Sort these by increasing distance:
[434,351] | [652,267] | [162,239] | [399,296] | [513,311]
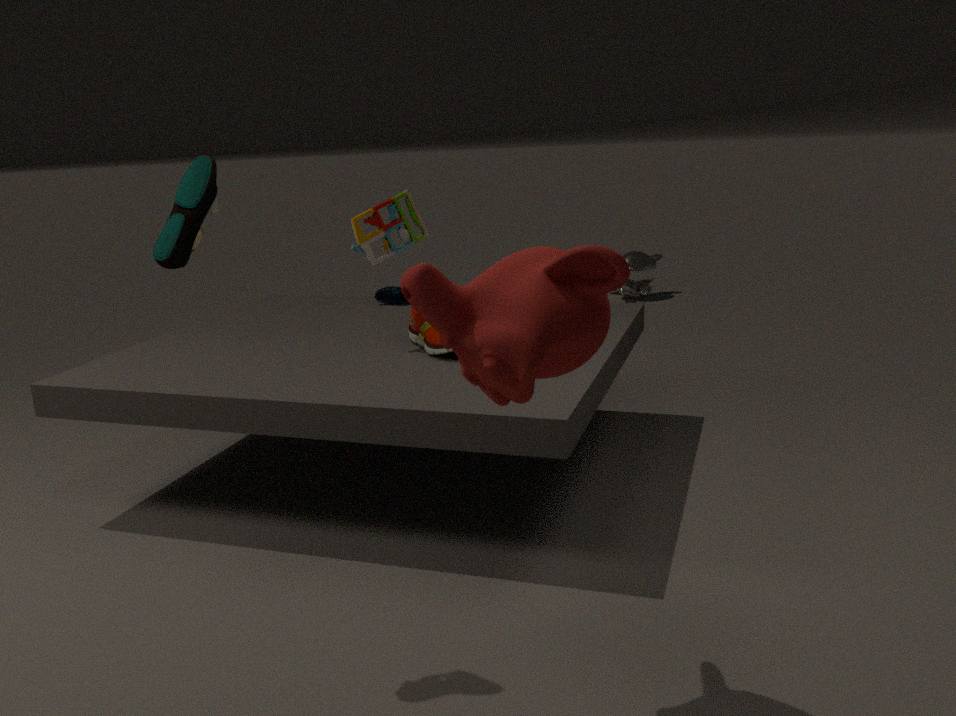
[513,311] < [162,239] < [434,351] < [399,296] < [652,267]
